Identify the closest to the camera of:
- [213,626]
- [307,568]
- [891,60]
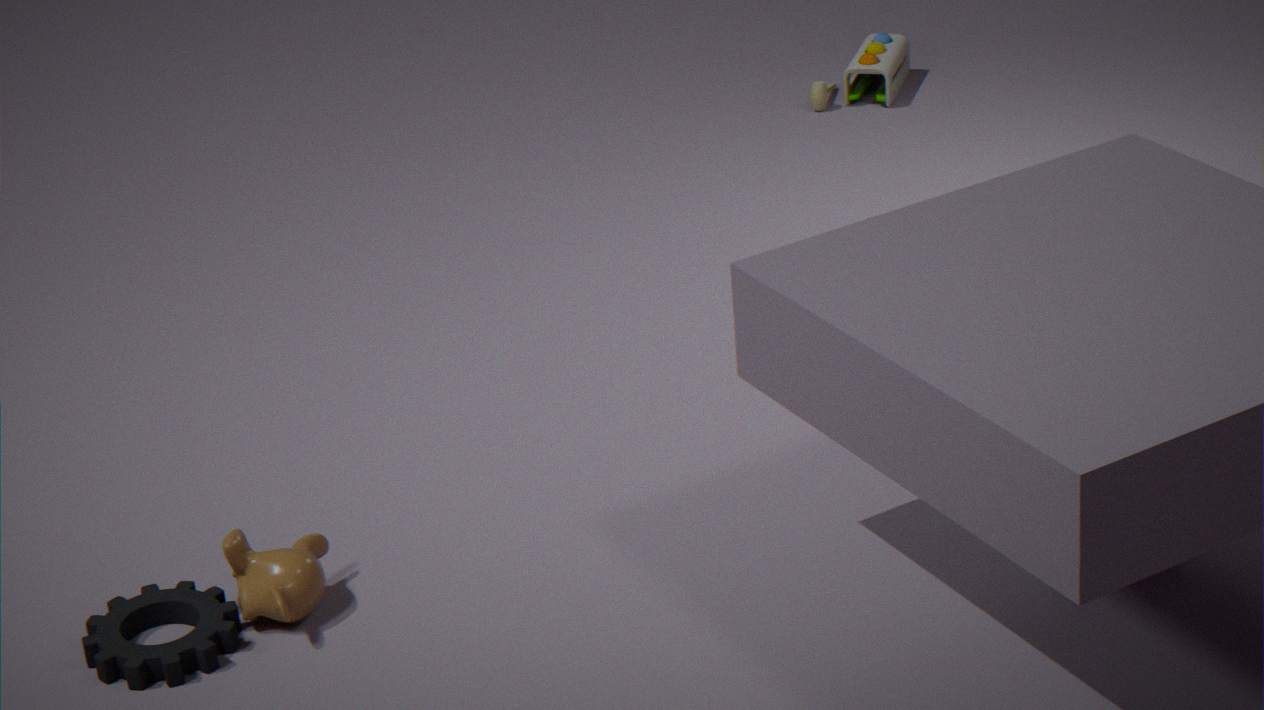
[213,626]
